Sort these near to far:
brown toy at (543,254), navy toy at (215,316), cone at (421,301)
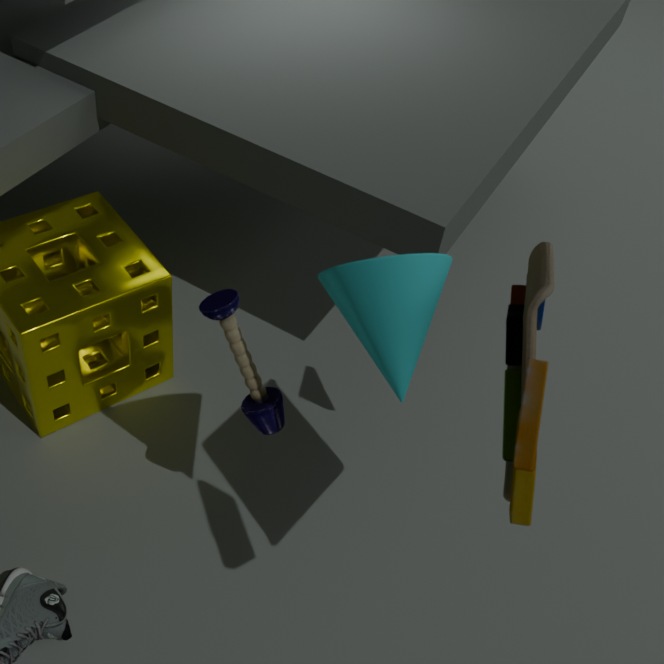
1. brown toy at (543,254)
2. cone at (421,301)
3. navy toy at (215,316)
